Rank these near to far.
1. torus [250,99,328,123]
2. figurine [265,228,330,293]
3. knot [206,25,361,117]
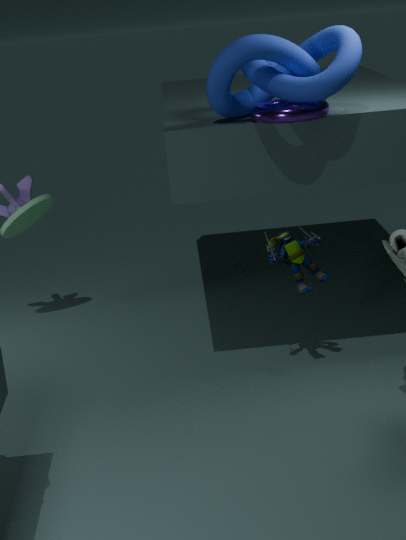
knot [206,25,361,117] < torus [250,99,328,123] < figurine [265,228,330,293]
